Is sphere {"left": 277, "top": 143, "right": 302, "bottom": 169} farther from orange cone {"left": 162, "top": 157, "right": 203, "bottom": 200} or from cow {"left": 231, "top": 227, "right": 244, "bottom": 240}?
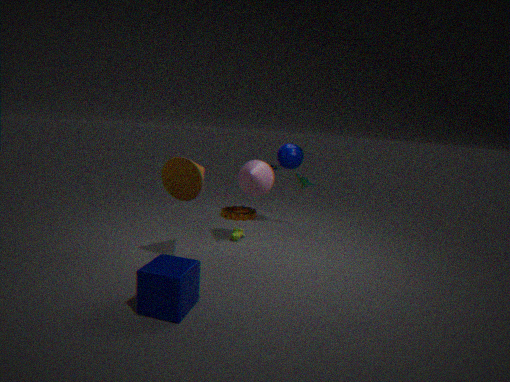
orange cone {"left": 162, "top": 157, "right": 203, "bottom": 200}
